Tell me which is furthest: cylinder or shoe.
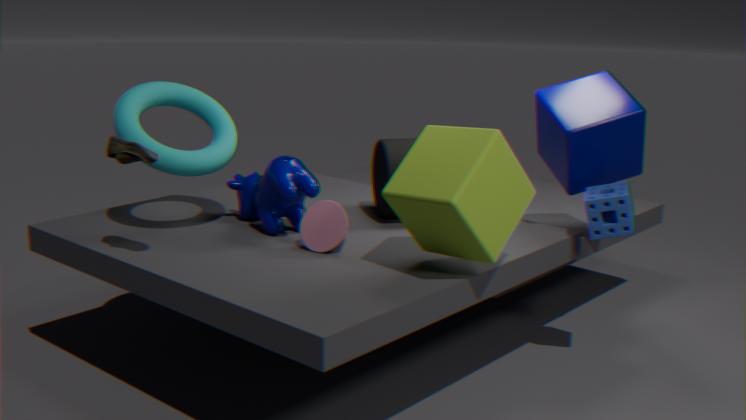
cylinder
